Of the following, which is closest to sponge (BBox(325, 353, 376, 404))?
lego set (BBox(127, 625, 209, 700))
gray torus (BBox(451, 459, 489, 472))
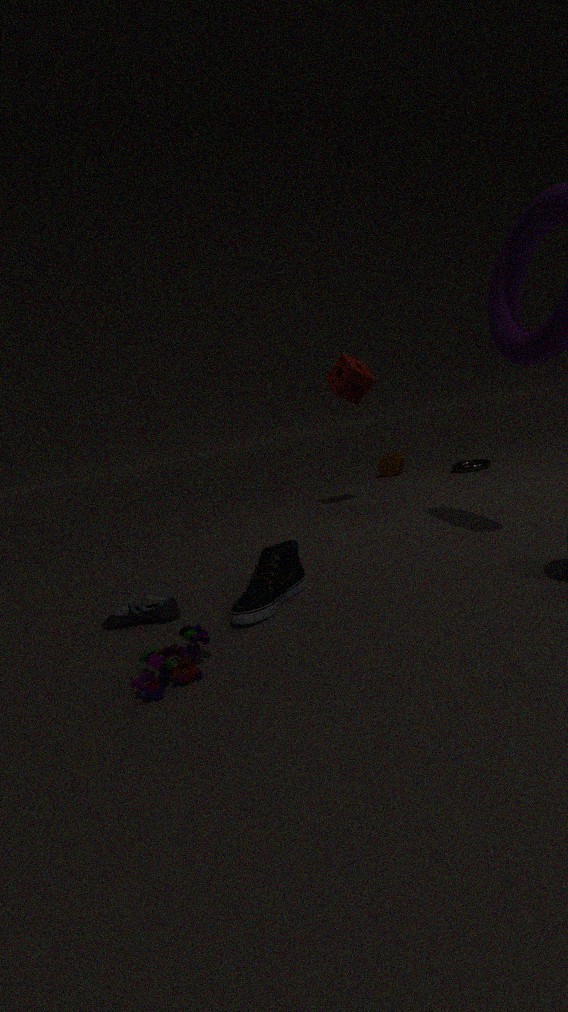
gray torus (BBox(451, 459, 489, 472))
